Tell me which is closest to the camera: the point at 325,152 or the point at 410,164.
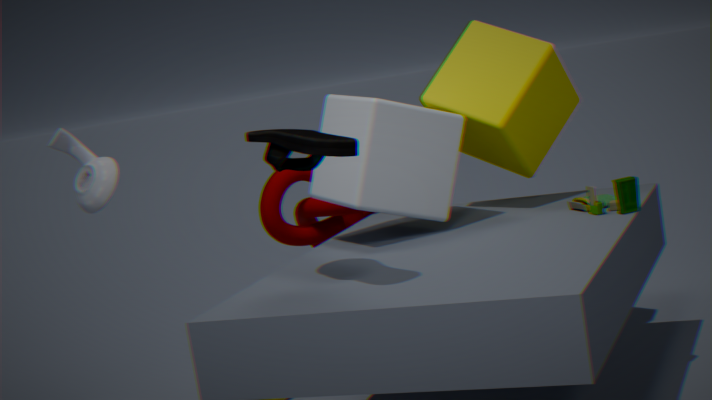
the point at 325,152
